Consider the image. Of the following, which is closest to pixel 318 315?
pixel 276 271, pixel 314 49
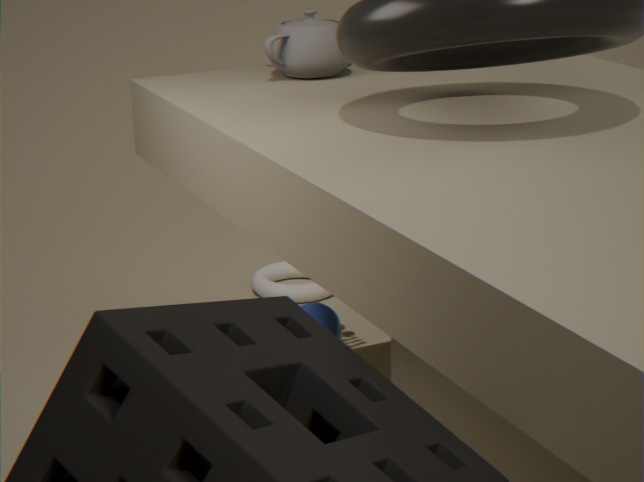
pixel 314 49
